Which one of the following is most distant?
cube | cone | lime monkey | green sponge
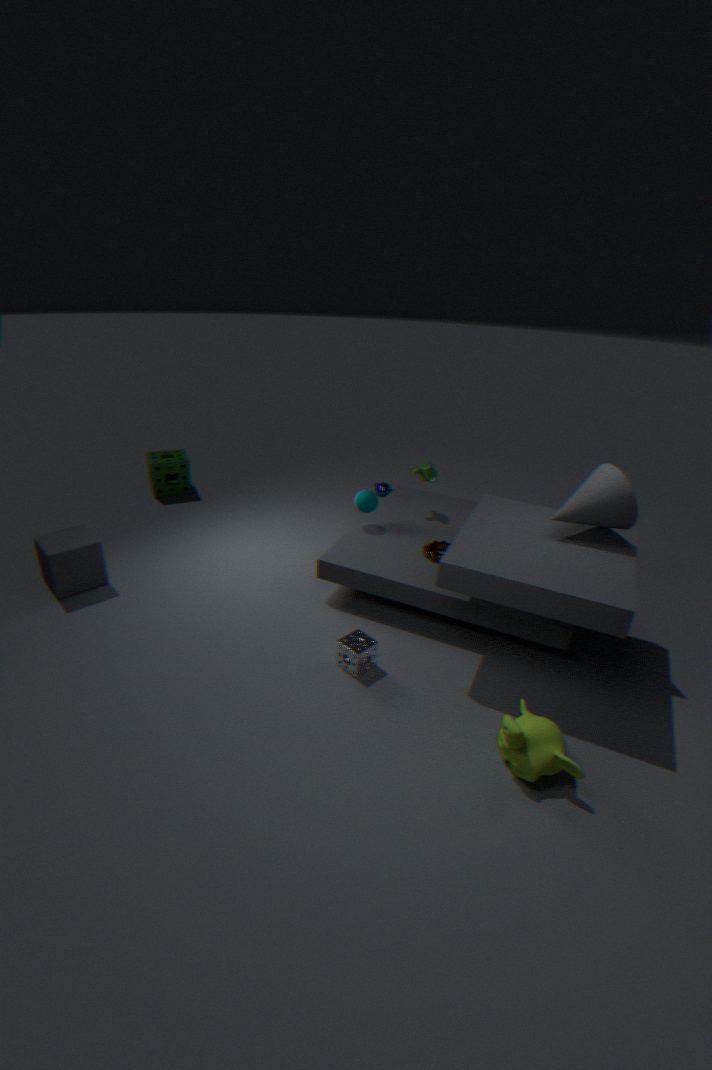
green sponge
